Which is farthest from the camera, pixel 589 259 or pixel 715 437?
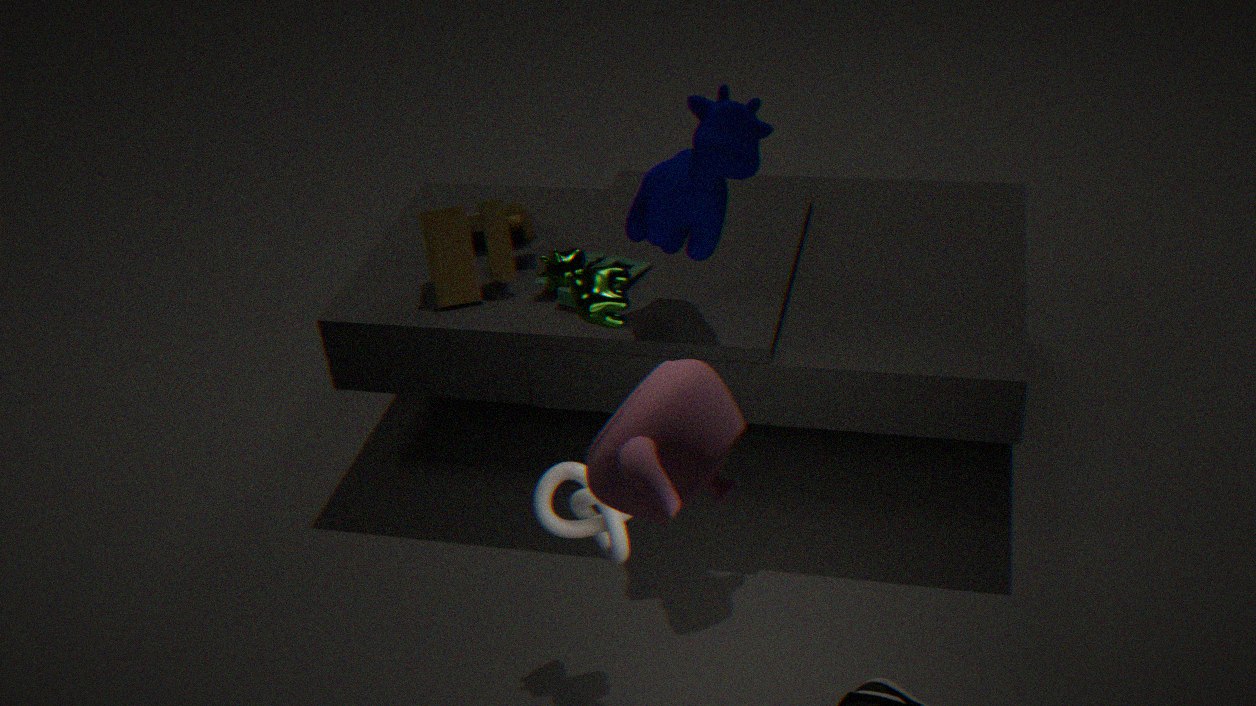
pixel 589 259
